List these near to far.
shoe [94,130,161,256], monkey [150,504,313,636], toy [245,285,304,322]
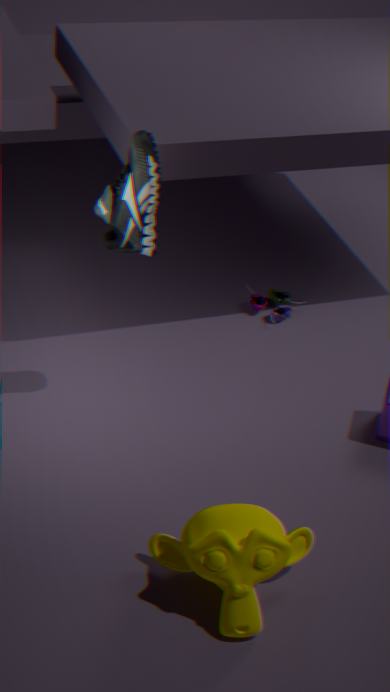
monkey [150,504,313,636]
shoe [94,130,161,256]
toy [245,285,304,322]
